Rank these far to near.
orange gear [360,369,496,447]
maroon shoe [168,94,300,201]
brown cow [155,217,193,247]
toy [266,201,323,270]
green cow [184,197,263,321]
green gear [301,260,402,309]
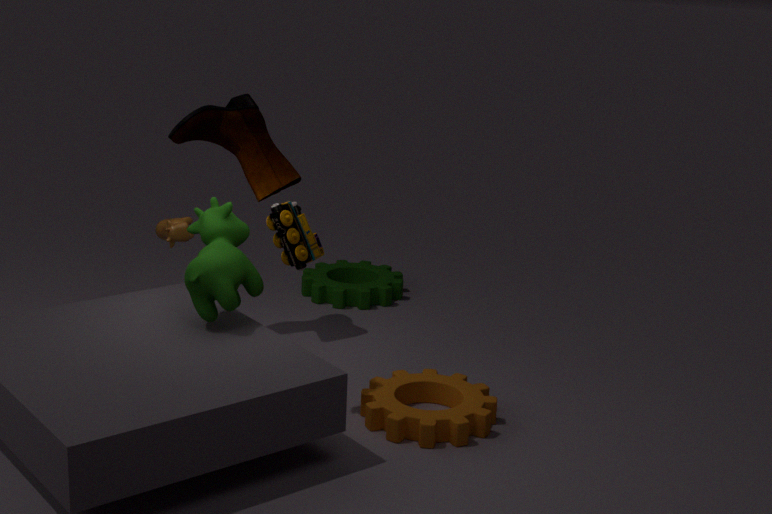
green gear [301,260,402,309], maroon shoe [168,94,300,201], brown cow [155,217,193,247], orange gear [360,369,496,447], green cow [184,197,263,321], toy [266,201,323,270]
